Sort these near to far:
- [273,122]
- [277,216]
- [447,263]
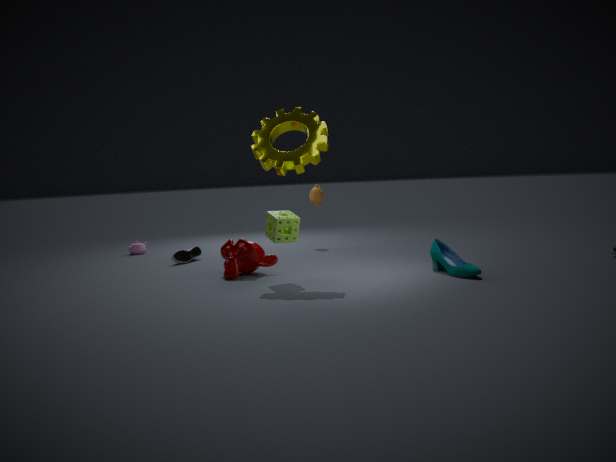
[277,216], [447,263], [273,122]
